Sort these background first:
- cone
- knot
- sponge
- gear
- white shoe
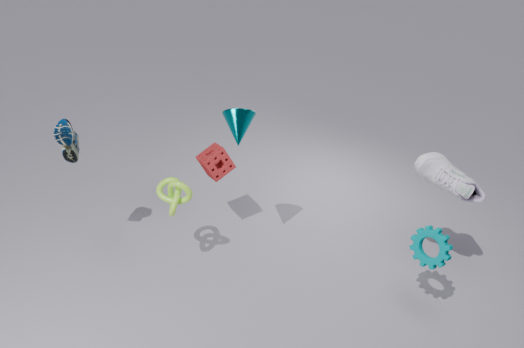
sponge, knot, white shoe, cone, gear
